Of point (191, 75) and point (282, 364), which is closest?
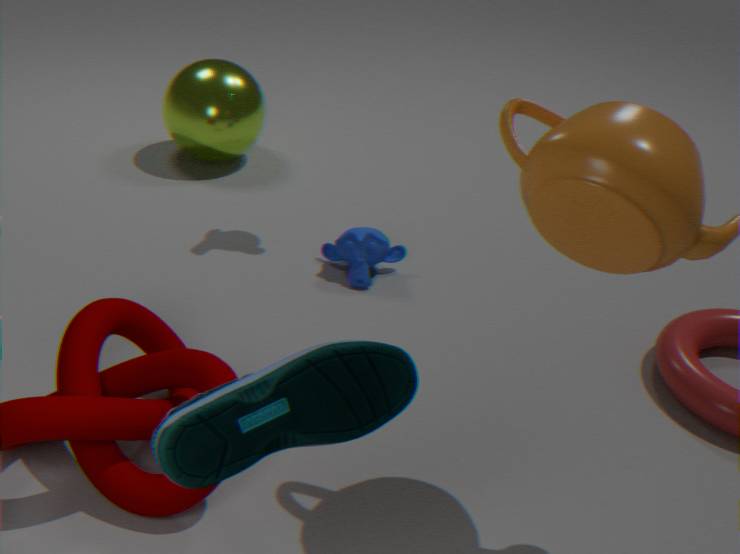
point (282, 364)
